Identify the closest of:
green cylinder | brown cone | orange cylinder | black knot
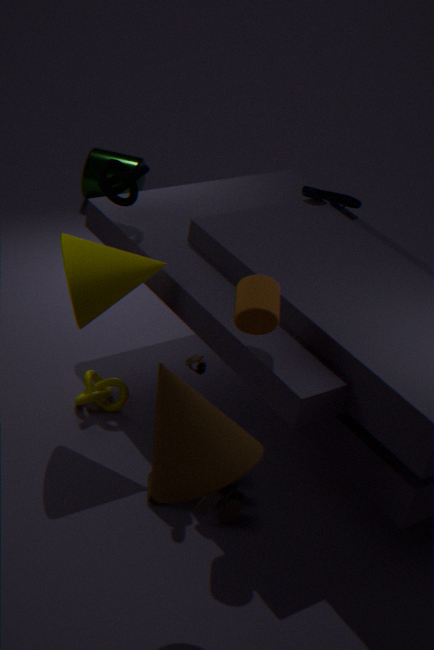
brown cone
